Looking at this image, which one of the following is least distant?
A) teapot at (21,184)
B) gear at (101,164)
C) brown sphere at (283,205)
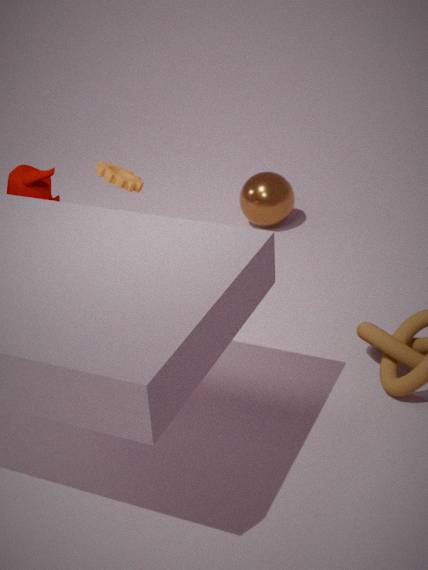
teapot at (21,184)
